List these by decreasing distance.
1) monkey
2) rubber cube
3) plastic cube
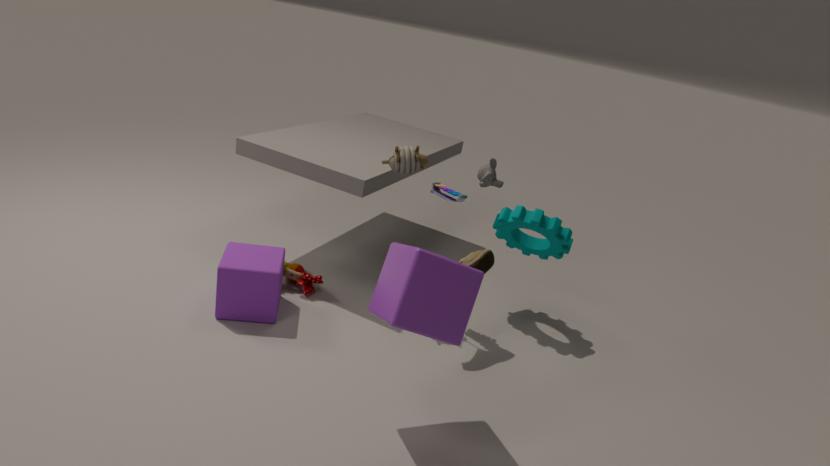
1. monkey < 2. rubber cube < 3. plastic cube
